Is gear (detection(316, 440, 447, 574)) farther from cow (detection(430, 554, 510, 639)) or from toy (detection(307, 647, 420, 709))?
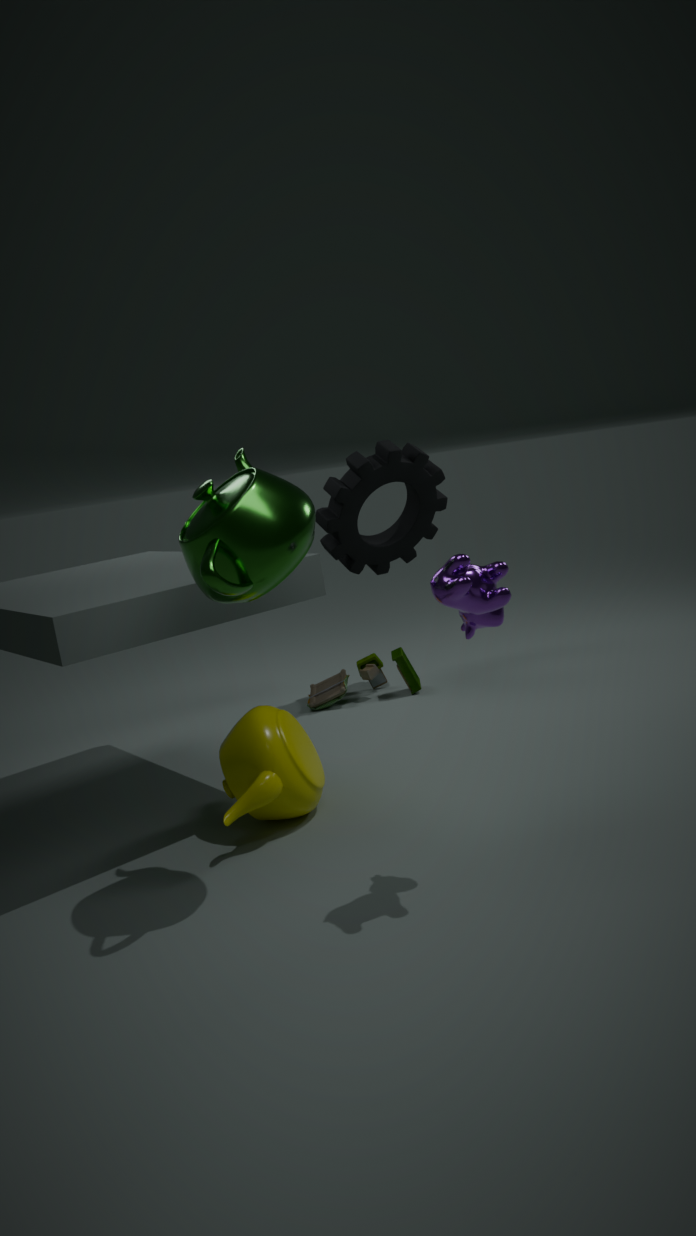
cow (detection(430, 554, 510, 639))
